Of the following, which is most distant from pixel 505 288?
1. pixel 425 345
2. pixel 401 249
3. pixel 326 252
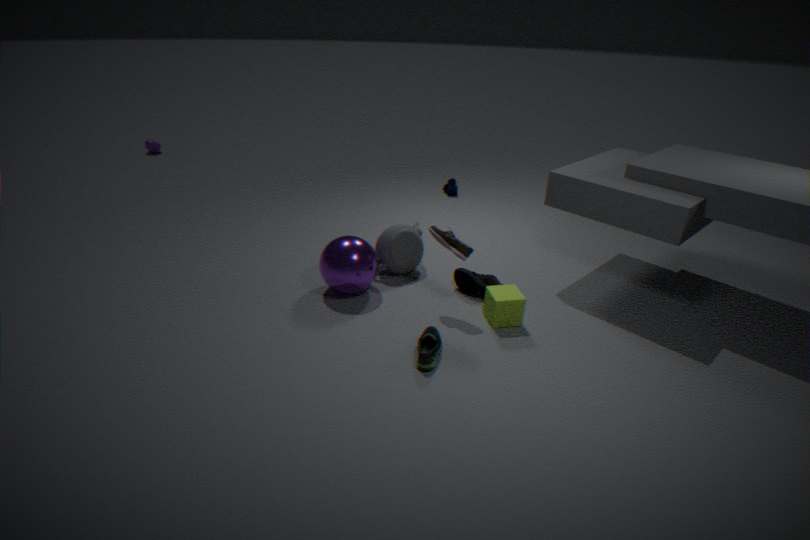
pixel 326 252
